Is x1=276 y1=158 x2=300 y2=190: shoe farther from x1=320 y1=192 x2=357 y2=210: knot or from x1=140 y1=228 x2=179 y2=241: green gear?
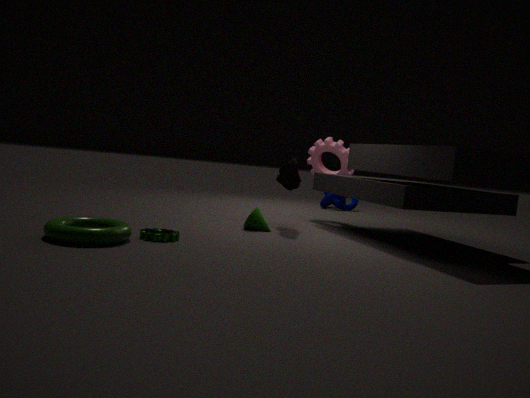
x1=320 y1=192 x2=357 y2=210: knot
